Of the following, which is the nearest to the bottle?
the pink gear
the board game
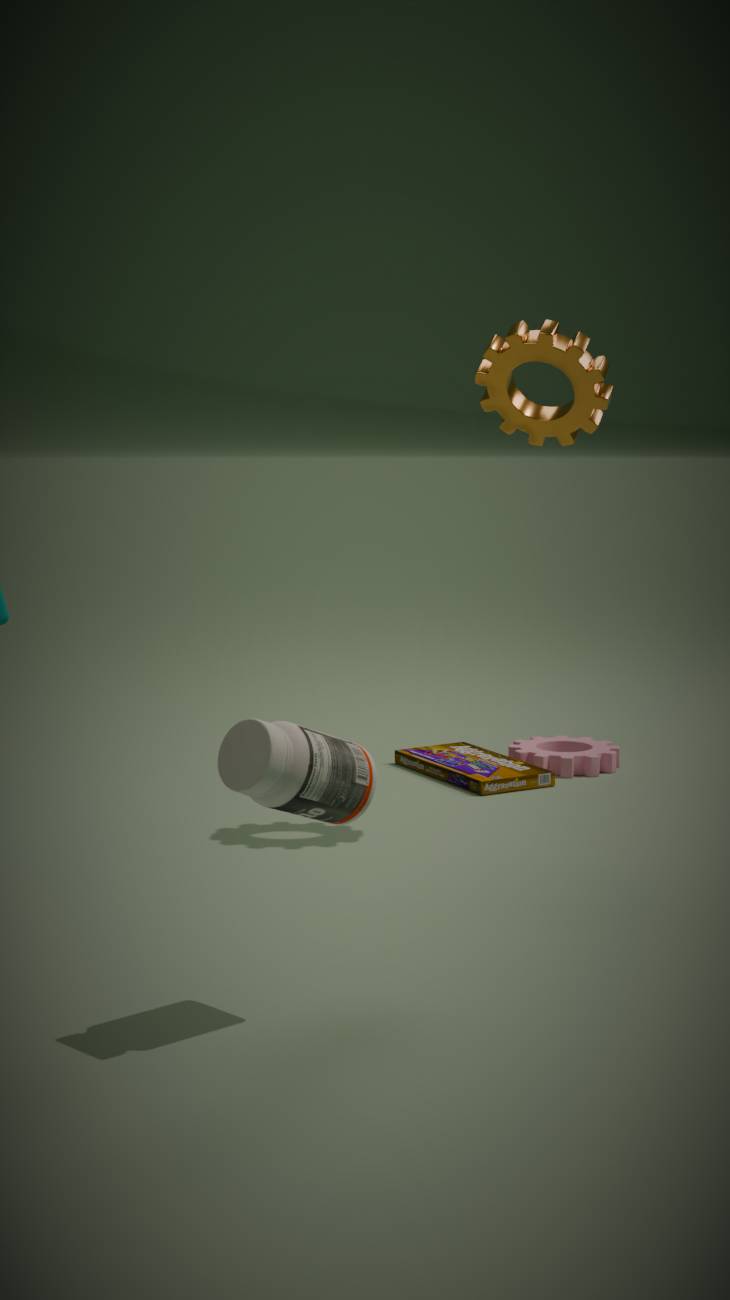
the board game
